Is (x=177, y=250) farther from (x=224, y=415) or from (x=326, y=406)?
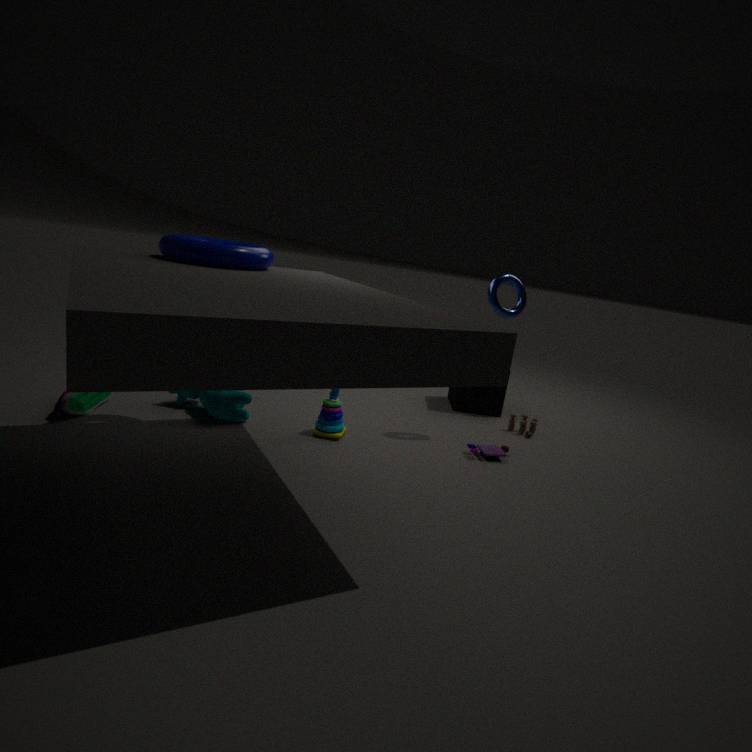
(x=326, y=406)
